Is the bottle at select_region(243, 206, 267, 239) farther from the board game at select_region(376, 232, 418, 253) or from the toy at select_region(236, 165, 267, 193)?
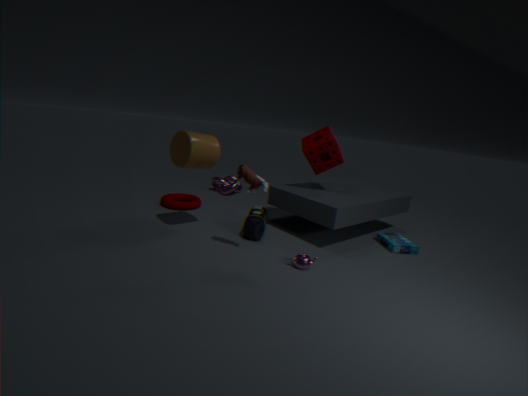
the board game at select_region(376, 232, 418, 253)
